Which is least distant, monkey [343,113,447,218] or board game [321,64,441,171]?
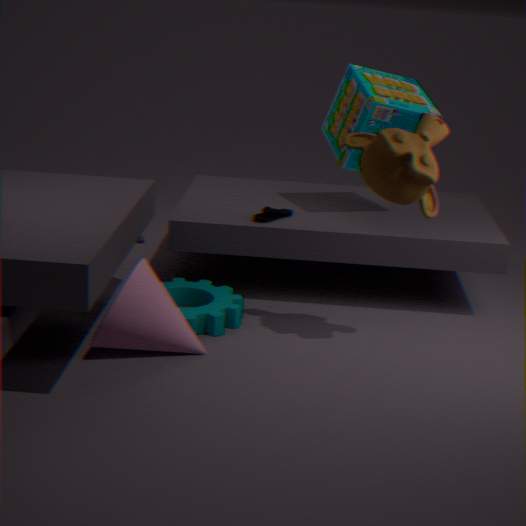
monkey [343,113,447,218]
